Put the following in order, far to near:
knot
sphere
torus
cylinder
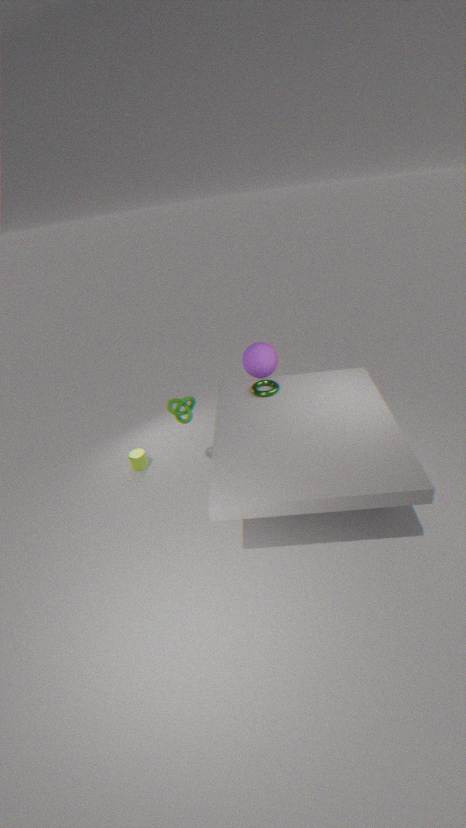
cylinder
sphere
torus
knot
